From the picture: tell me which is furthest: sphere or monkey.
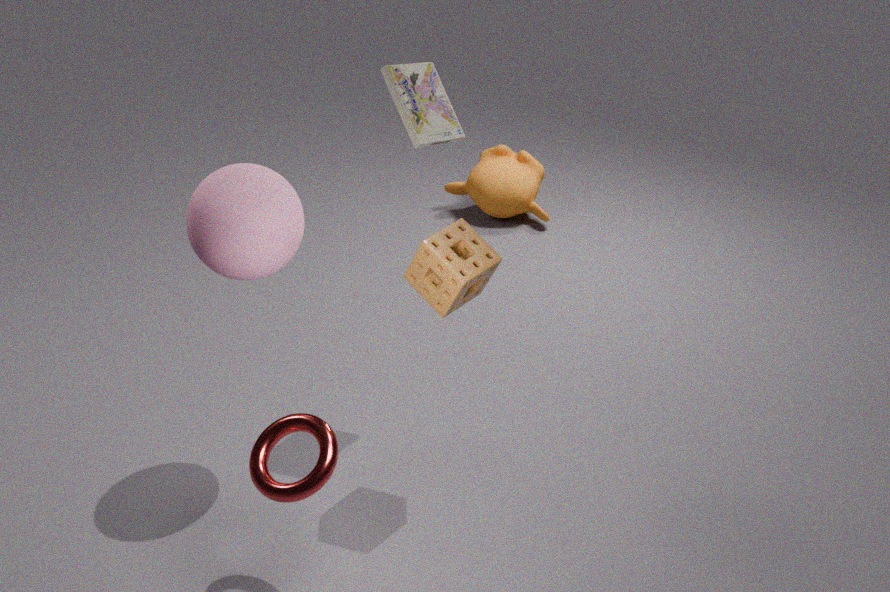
monkey
